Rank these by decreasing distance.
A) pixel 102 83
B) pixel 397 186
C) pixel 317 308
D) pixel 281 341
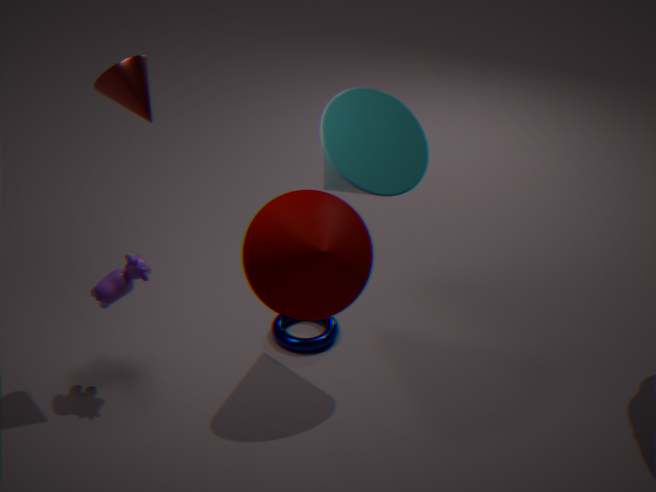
1. pixel 281 341
2. pixel 397 186
3. pixel 102 83
4. pixel 317 308
